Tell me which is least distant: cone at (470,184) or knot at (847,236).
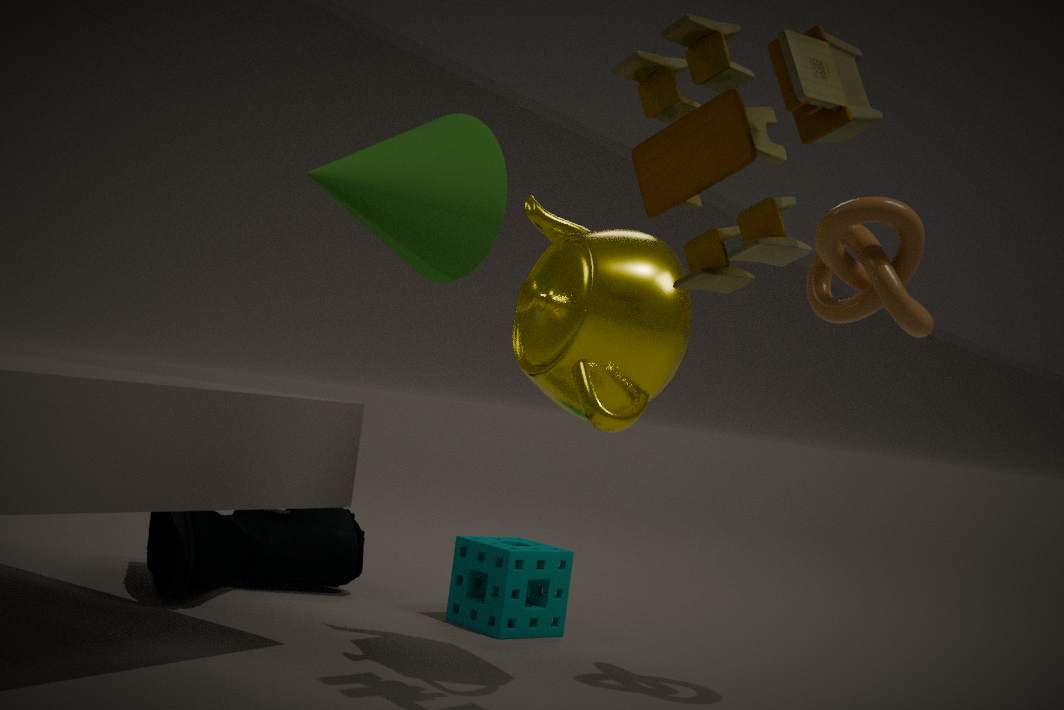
knot at (847,236)
